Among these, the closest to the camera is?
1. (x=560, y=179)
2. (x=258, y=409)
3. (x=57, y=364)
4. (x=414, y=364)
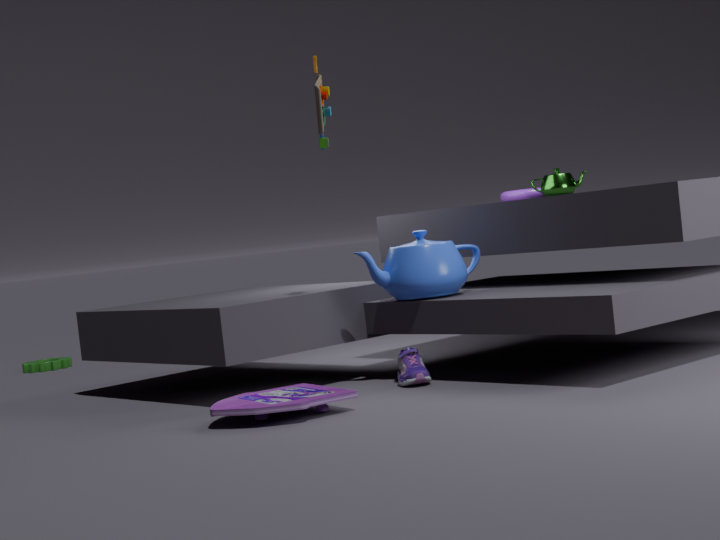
(x=258, y=409)
